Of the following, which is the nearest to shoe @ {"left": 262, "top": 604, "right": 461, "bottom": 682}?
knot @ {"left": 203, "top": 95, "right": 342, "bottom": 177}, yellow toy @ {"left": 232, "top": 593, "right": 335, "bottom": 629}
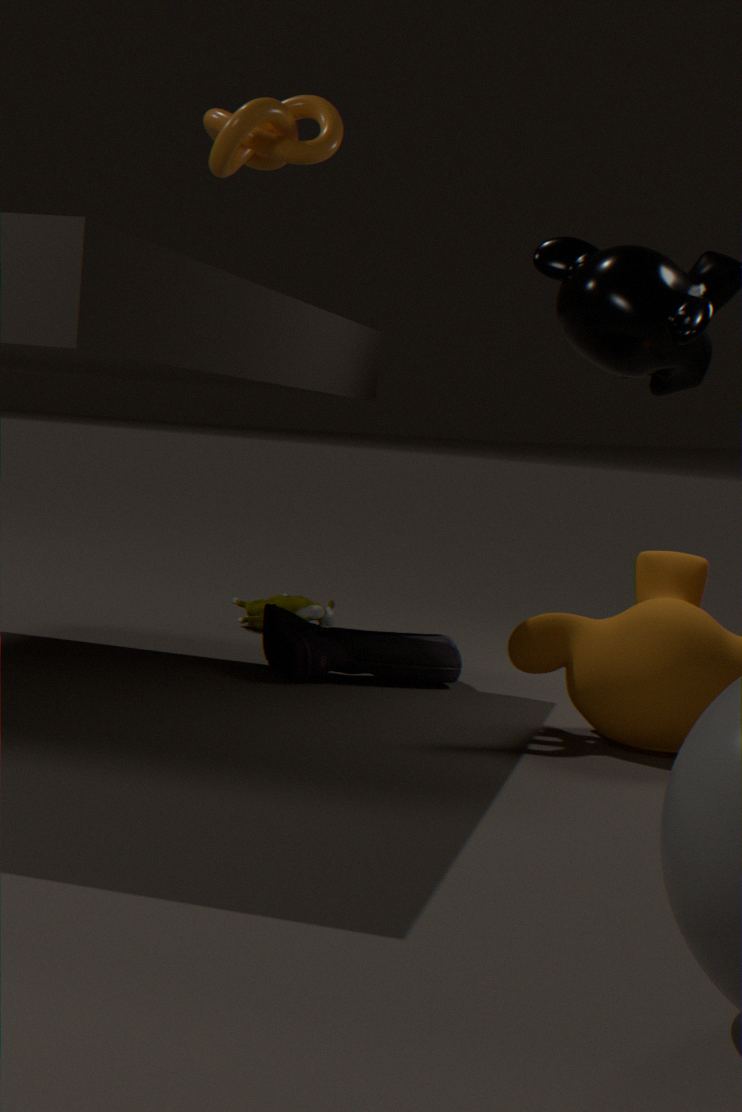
yellow toy @ {"left": 232, "top": 593, "right": 335, "bottom": 629}
